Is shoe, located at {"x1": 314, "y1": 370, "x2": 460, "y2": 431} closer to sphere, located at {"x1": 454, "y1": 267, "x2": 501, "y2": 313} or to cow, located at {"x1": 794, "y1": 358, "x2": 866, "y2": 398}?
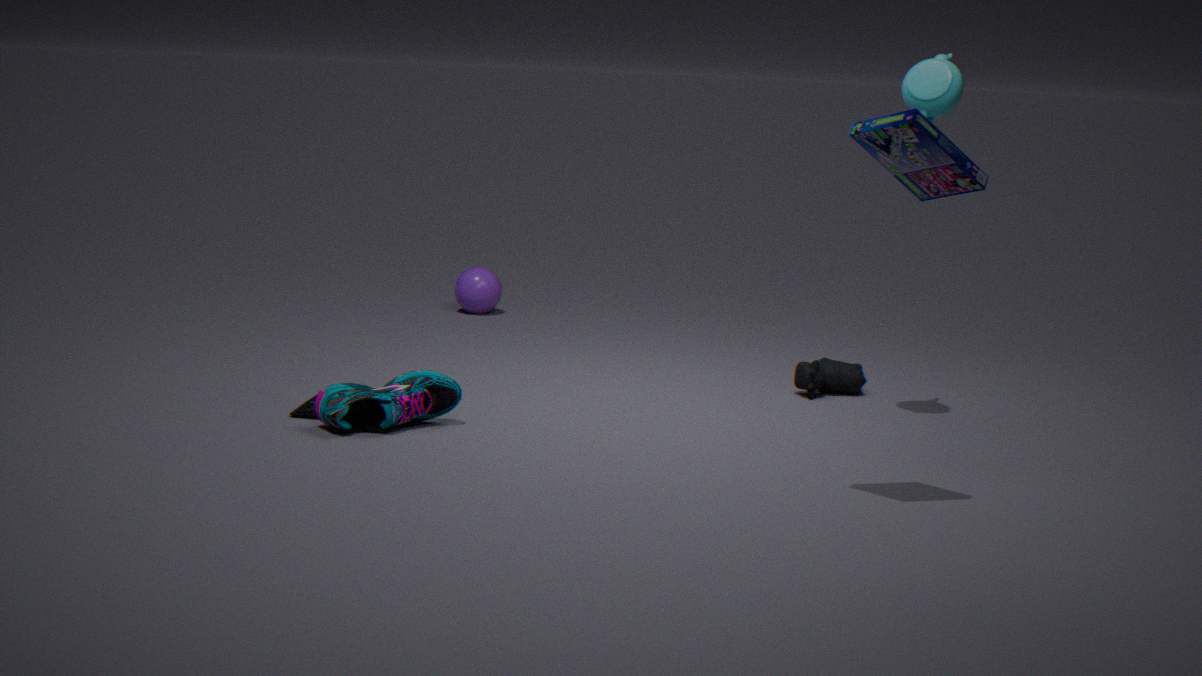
cow, located at {"x1": 794, "y1": 358, "x2": 866, "y2": 398}
